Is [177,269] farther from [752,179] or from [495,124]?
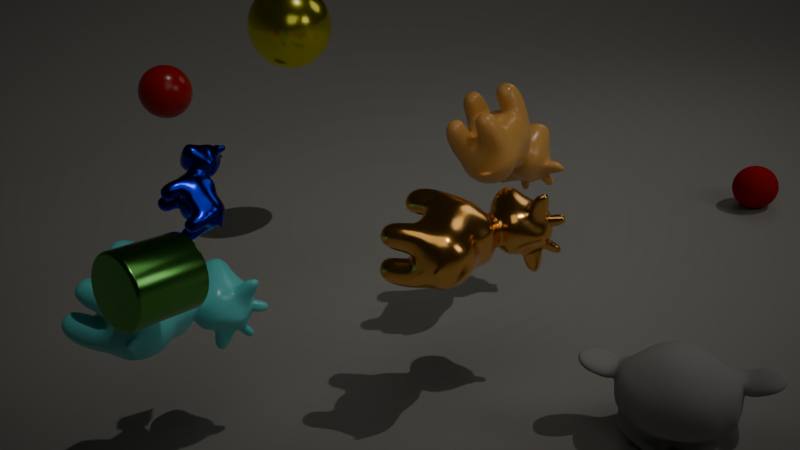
[752,179]
